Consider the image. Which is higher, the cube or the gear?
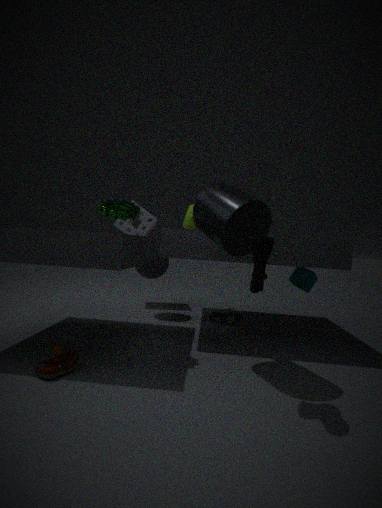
the gear
